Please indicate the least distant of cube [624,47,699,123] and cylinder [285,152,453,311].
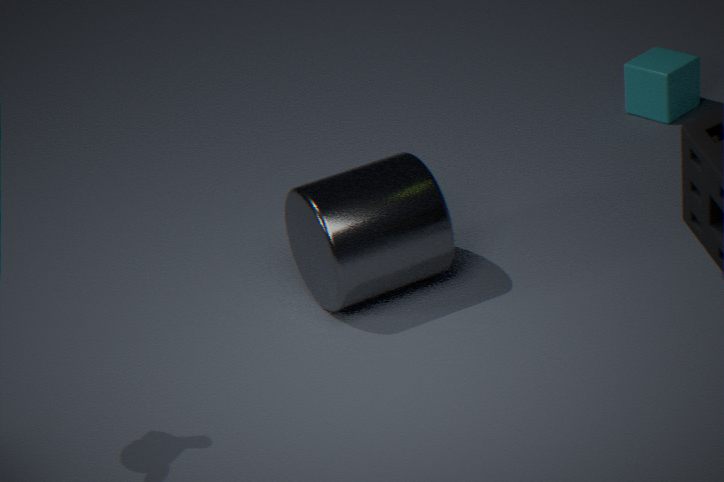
cylinder [285,152,453,311]
